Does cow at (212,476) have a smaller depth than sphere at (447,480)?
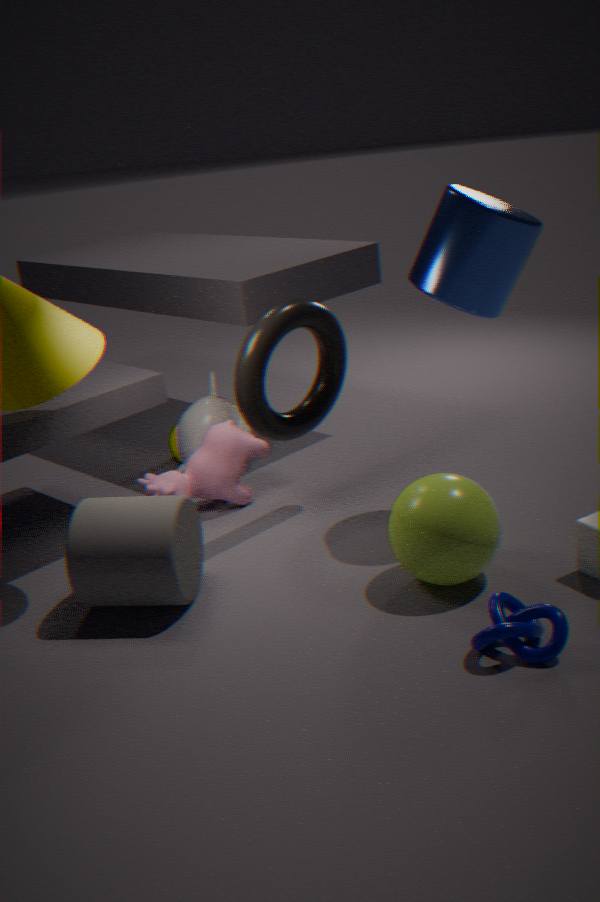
No
